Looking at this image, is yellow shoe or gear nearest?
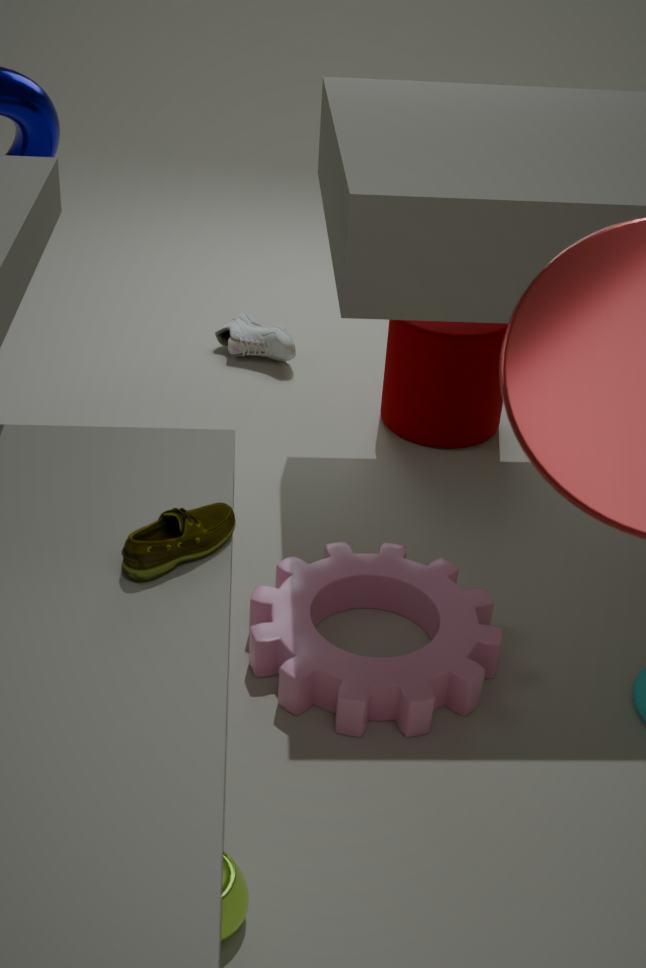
yellow shoe
